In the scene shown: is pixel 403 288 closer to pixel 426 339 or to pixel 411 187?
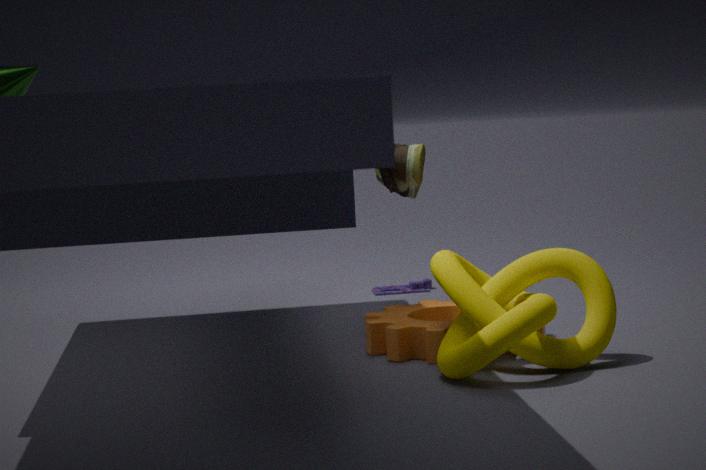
pixel 411 187
